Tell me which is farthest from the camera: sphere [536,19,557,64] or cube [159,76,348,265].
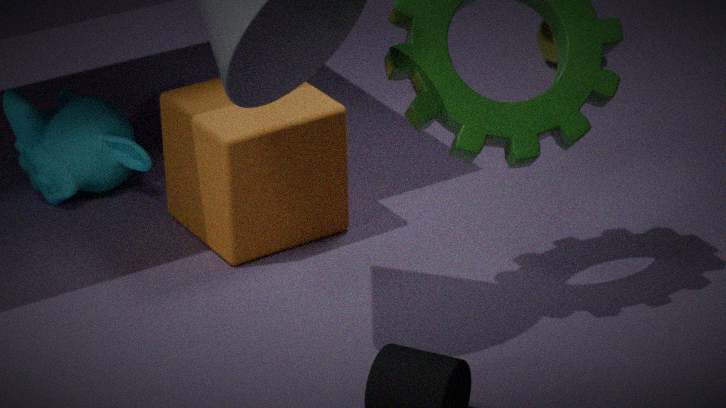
sphere [536,19,557,64]
